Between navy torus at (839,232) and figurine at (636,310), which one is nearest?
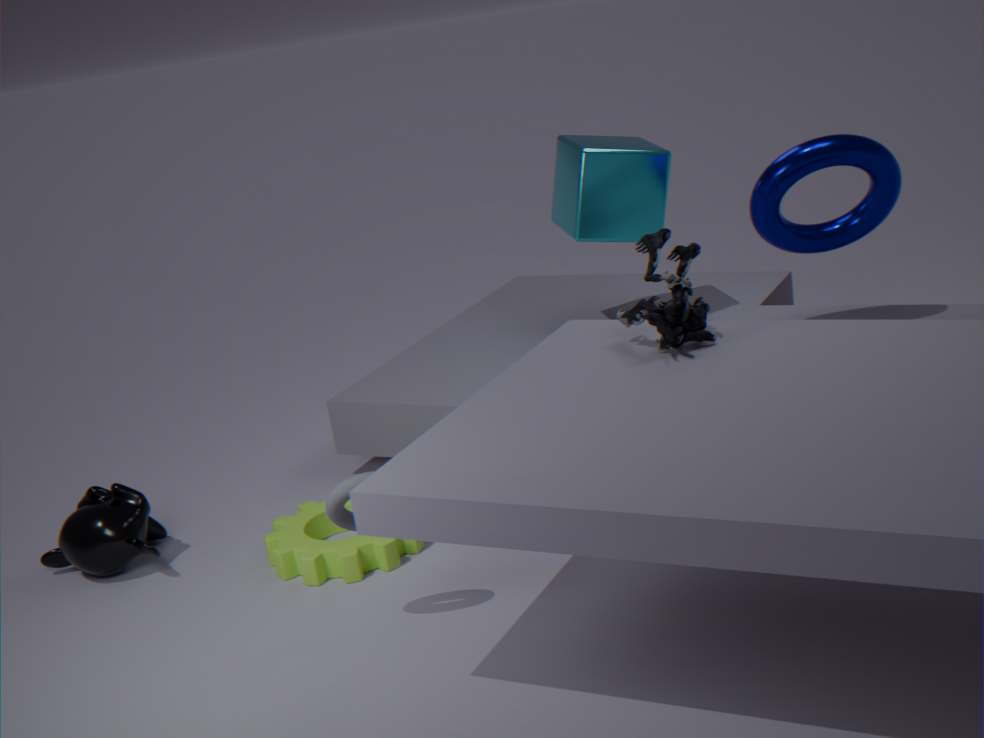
figurine at (636,310)
